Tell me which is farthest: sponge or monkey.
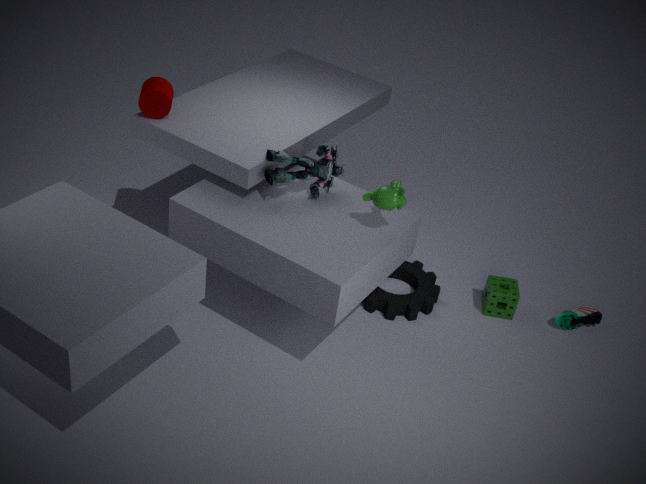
sponge
